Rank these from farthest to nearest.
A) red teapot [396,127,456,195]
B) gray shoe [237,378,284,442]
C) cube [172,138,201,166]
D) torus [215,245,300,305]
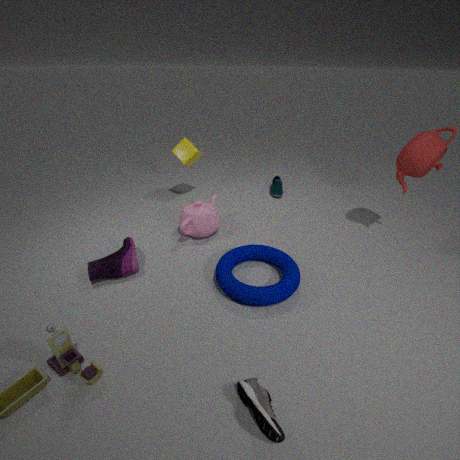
cube [172,138,201,166], red teapot [396,127,456,195], torus [215,245,300,305], gray shoe [237,378,284,442]
